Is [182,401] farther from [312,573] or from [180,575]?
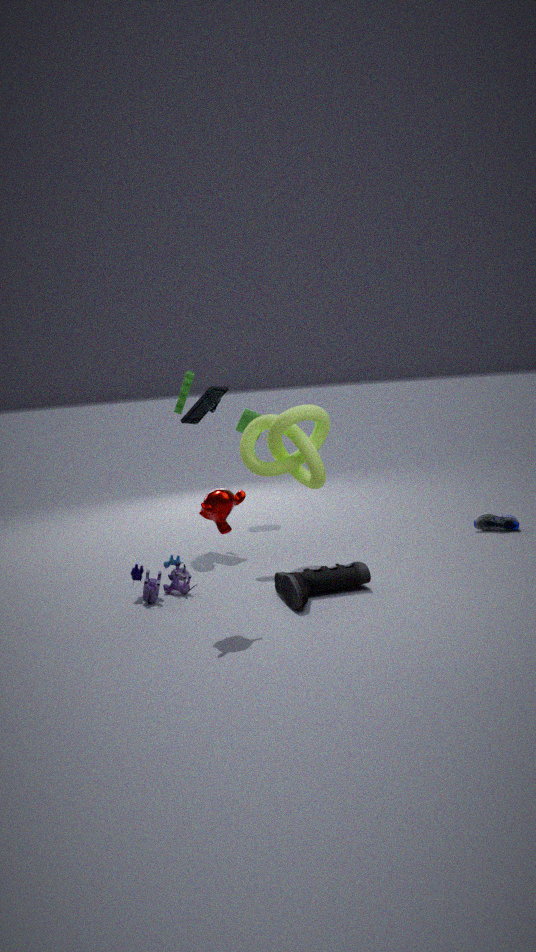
[312,573]
